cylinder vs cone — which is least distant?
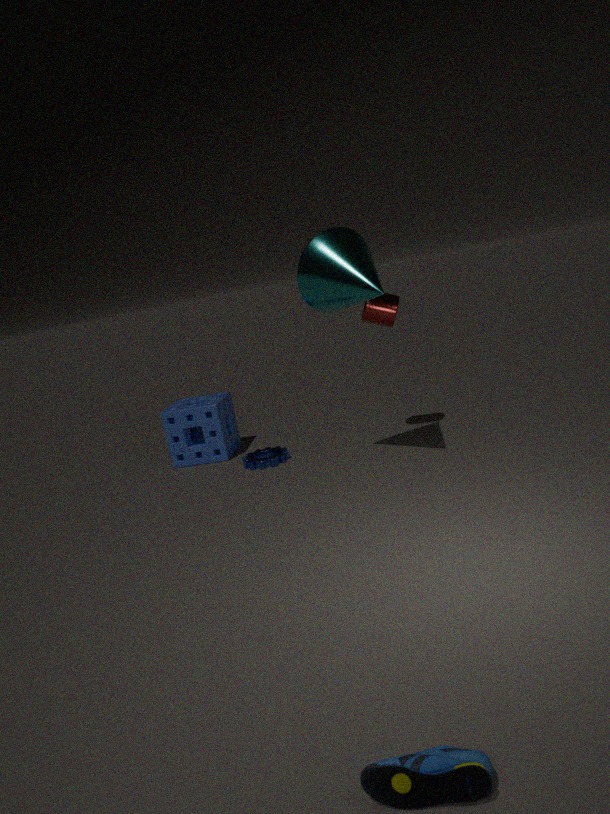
cone
